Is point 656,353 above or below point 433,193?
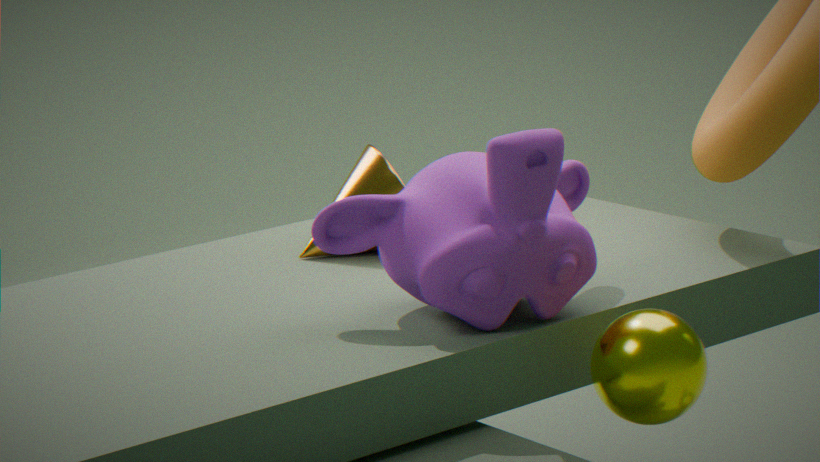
below
